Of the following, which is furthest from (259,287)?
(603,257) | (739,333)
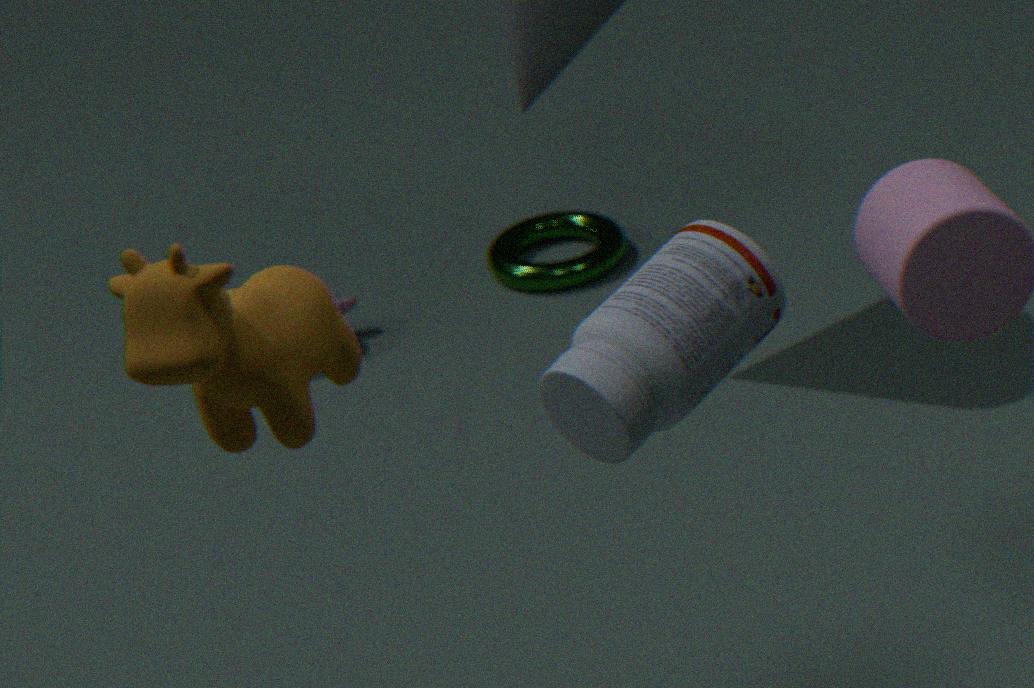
(603,257)
